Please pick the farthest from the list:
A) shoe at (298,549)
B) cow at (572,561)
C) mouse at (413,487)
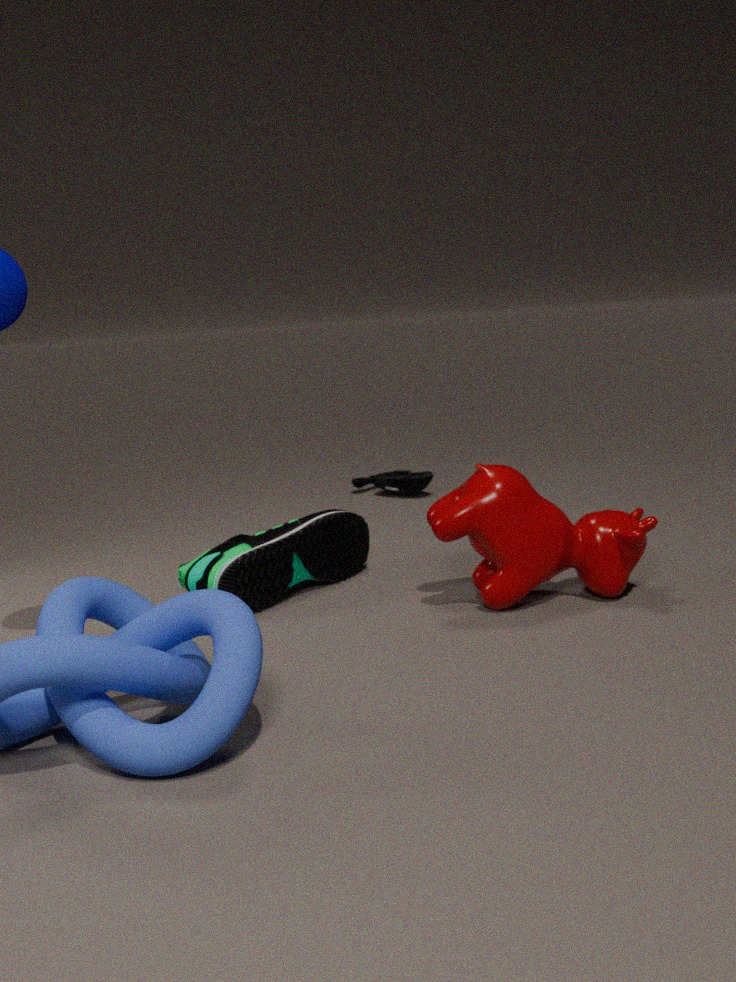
mouse at (413,487)
